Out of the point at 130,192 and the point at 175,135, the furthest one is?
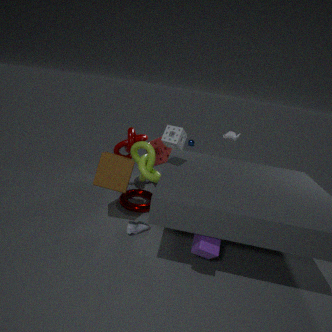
the point at 130,192
